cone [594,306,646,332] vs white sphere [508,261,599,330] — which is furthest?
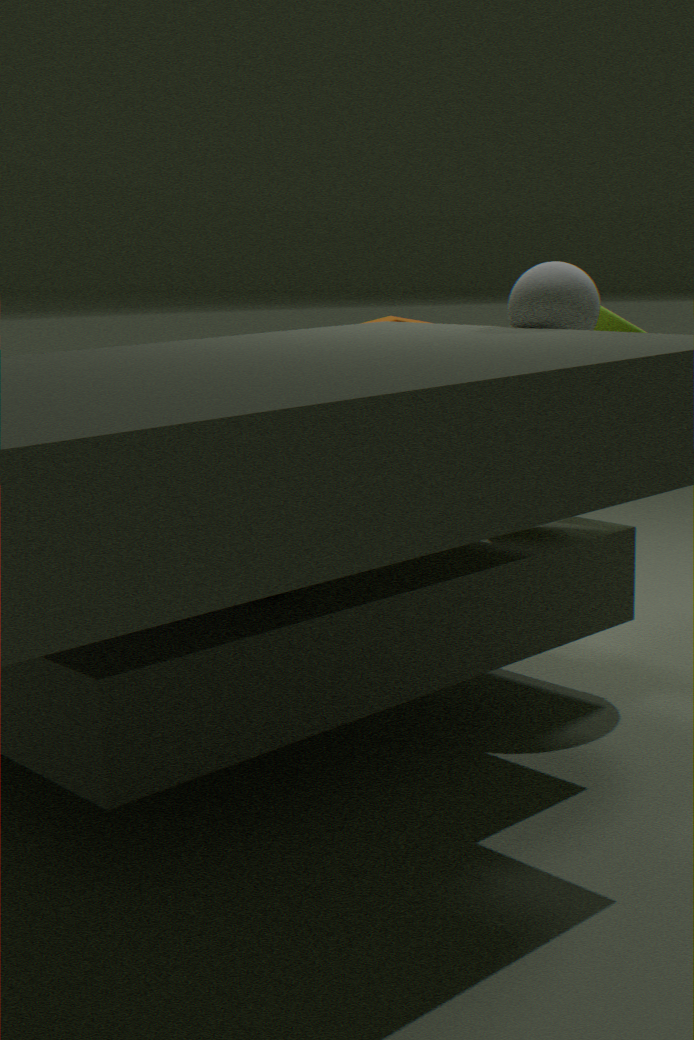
cone [594,306,646,332]
